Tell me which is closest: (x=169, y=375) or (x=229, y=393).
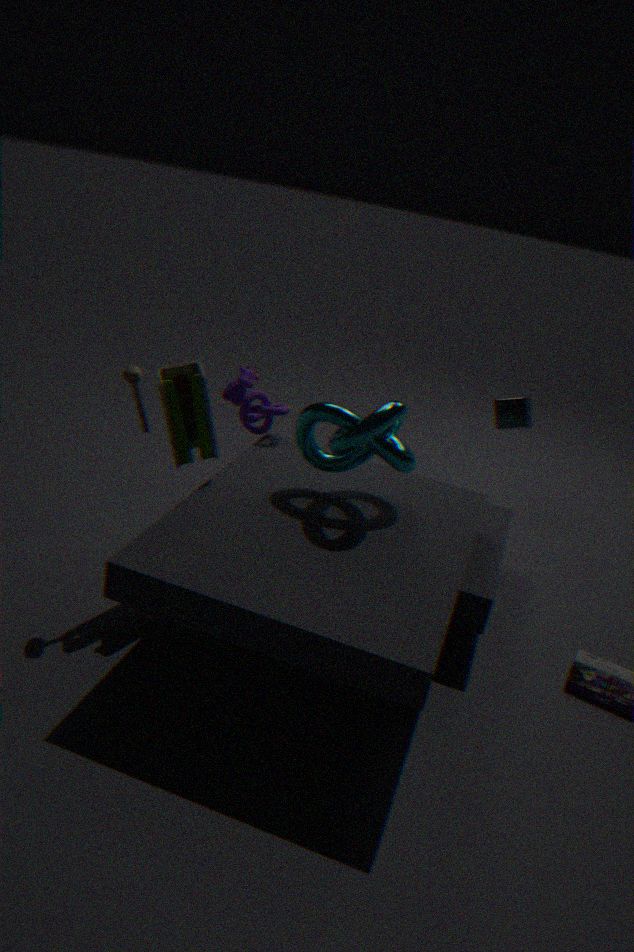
(x=169, y=375)
